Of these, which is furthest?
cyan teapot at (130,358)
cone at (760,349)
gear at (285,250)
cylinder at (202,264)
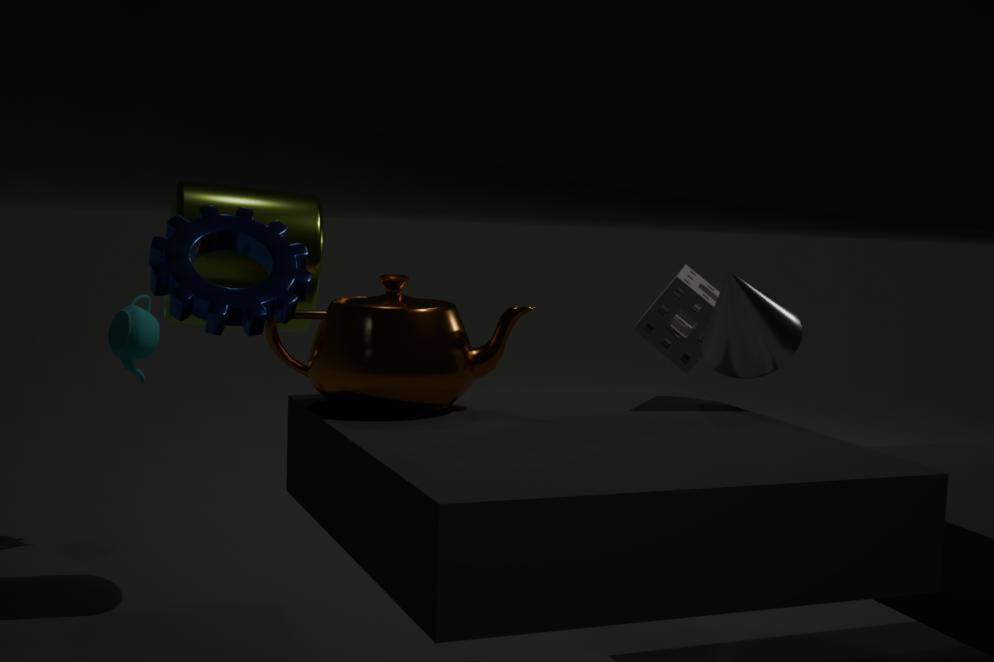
cyan teapot at (130,358)
